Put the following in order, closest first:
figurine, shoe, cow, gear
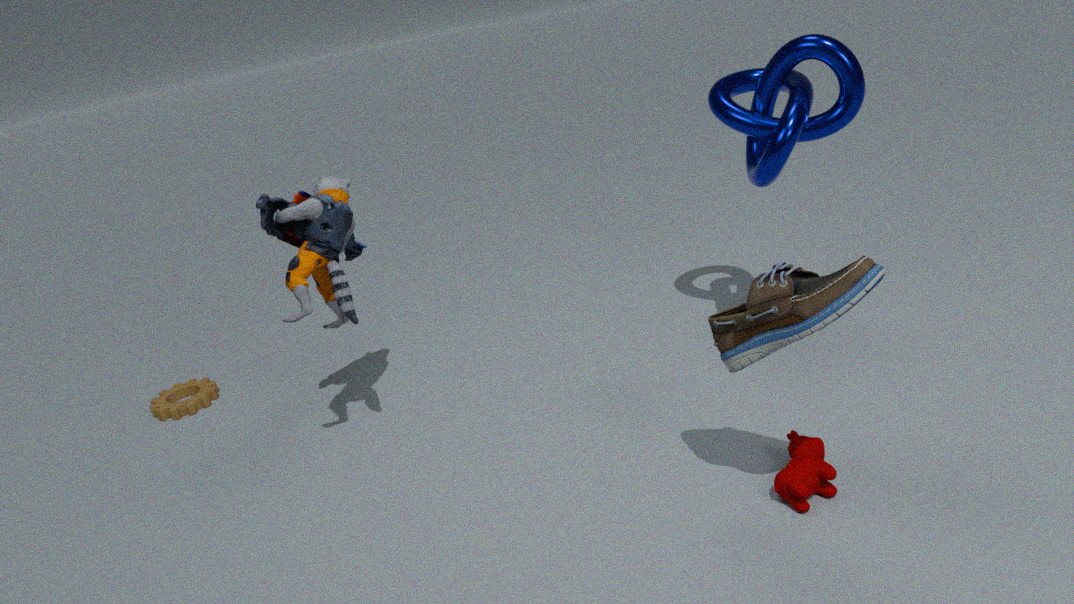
1. shoe
2. cow
3. figurine
4. gear
